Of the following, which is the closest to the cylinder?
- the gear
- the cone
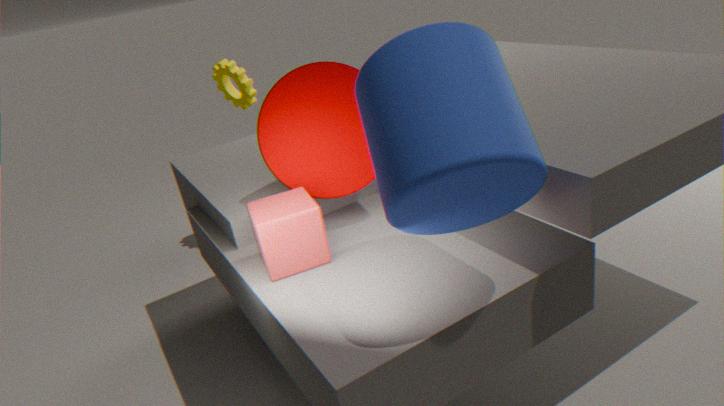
the cone
